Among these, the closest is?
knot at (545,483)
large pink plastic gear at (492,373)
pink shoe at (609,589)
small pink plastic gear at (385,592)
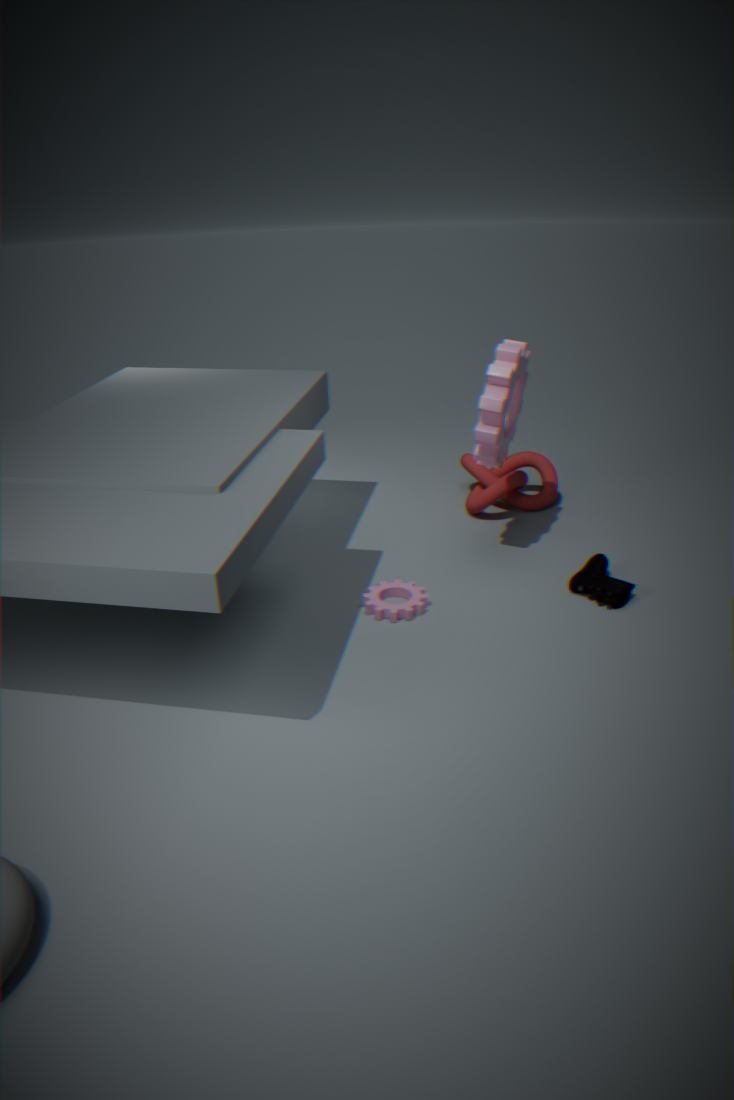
large pink plastic gear at (492,373)
